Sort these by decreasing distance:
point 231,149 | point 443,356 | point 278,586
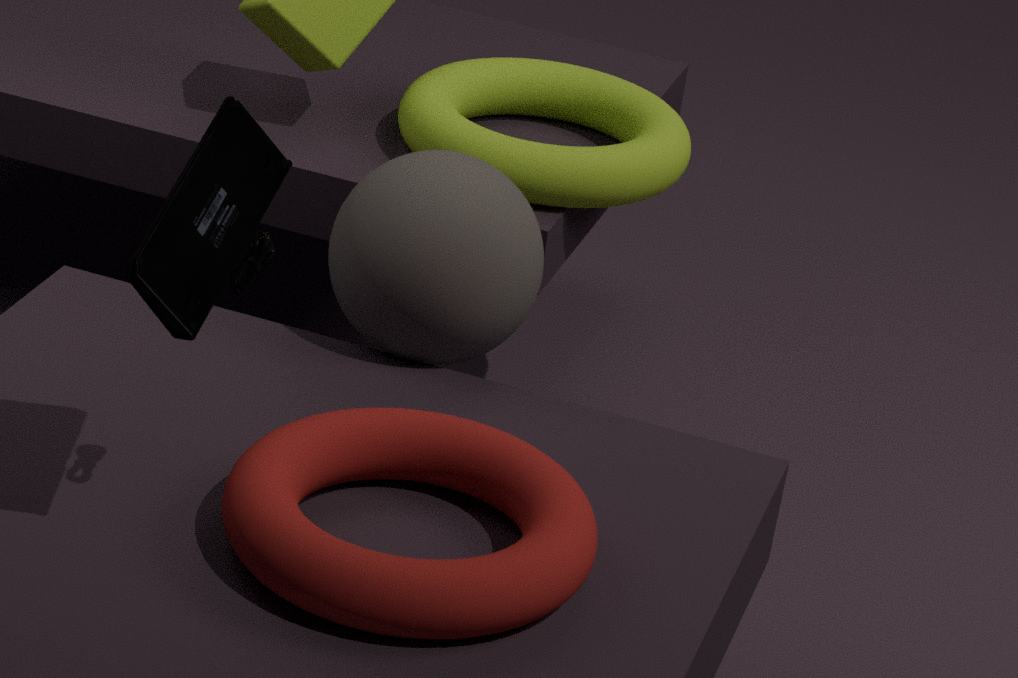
point 443,356
point 231,149
point 278,586
